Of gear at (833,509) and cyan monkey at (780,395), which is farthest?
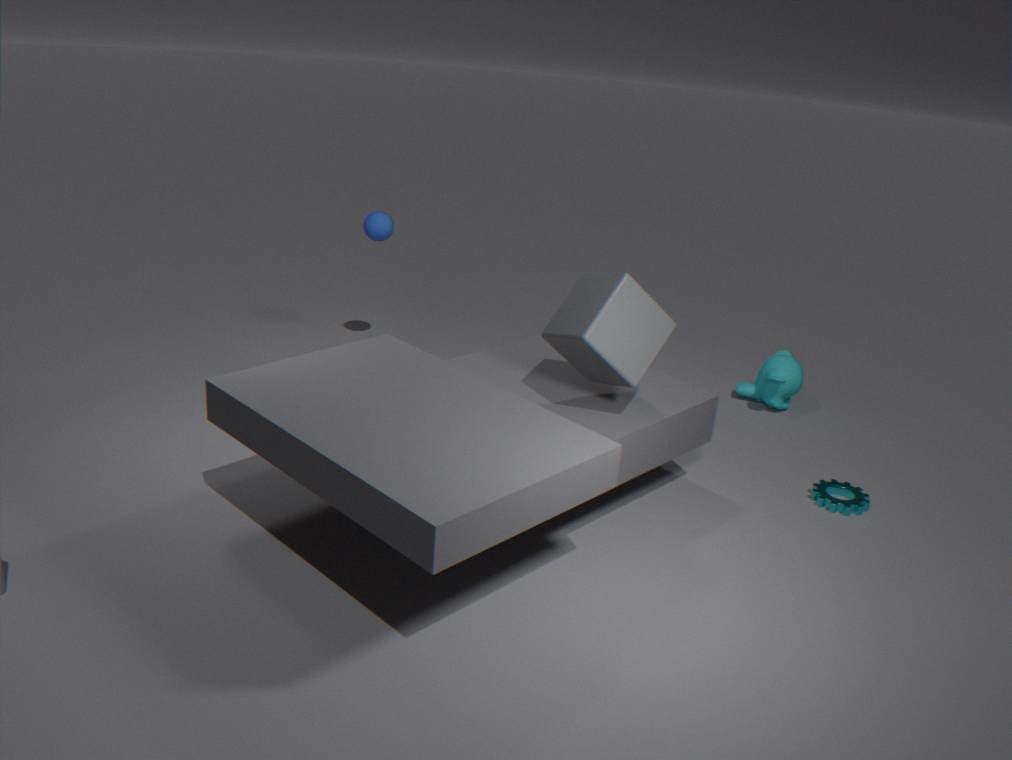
cyan monkey at (780,395)
